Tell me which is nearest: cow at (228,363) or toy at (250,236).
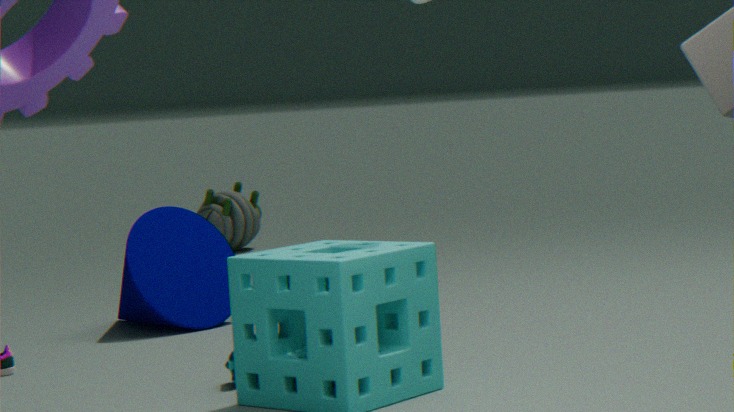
cow at (228,363)
